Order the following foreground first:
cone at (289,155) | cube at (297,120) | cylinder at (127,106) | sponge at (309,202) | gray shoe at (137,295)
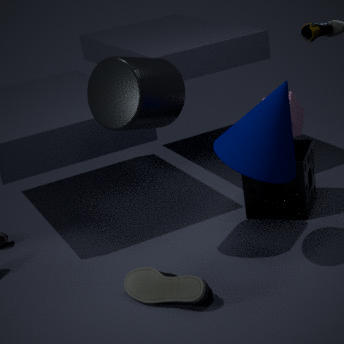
cone at (289,155), gray shoe at (137,295), cylinder at (127,106), cube at (297,120), sponge at (309,202)
